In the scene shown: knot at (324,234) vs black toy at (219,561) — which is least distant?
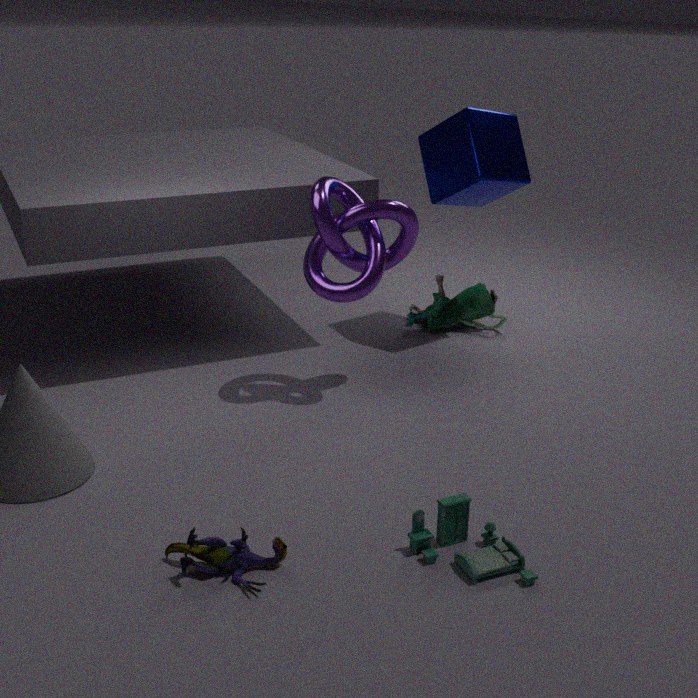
black toy at (219,561)
